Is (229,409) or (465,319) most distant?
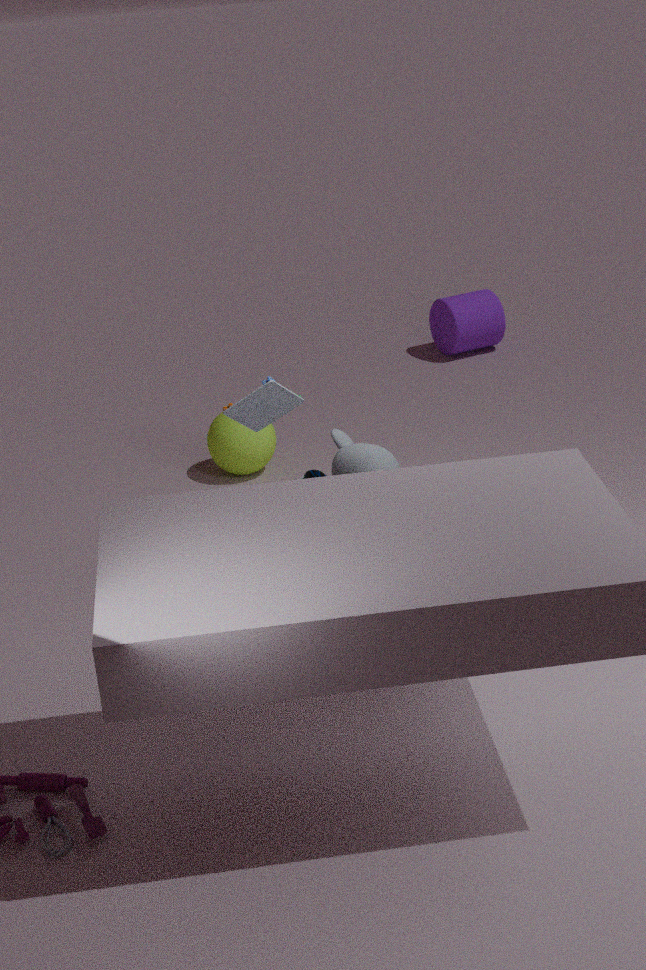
(465,319)
